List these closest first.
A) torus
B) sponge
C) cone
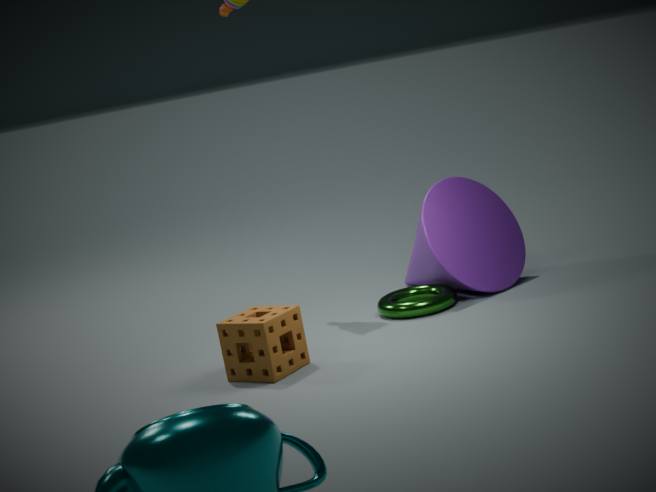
sponge
torus
cone
